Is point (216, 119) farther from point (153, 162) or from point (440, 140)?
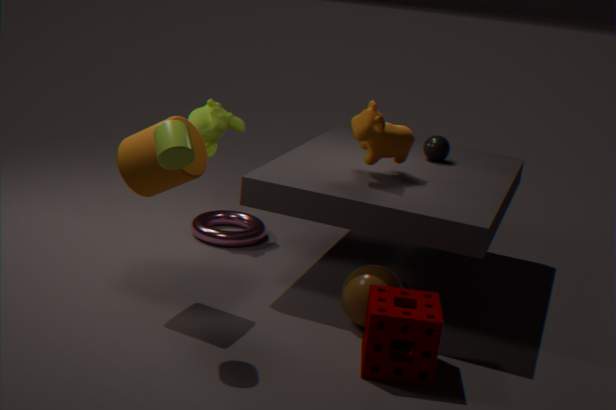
point (440, 140)
